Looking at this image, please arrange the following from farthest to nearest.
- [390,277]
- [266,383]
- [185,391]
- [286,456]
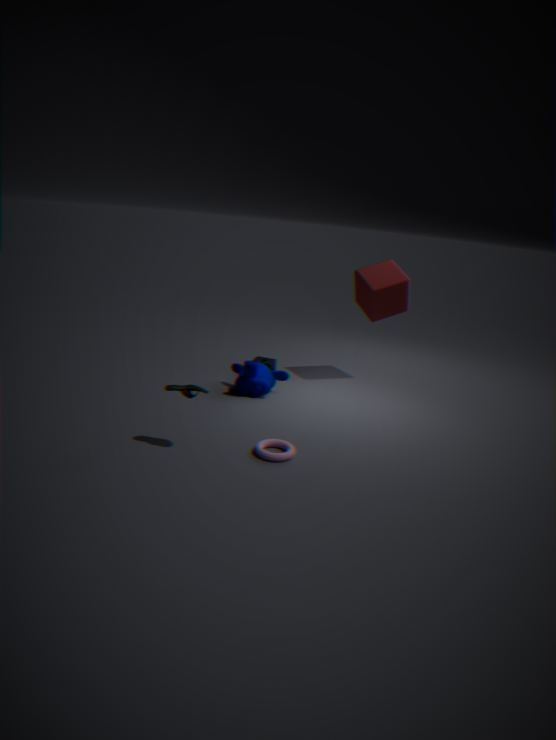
1. [390,277]
2. [266,383]
3. [286,456]
4. [185,391]
